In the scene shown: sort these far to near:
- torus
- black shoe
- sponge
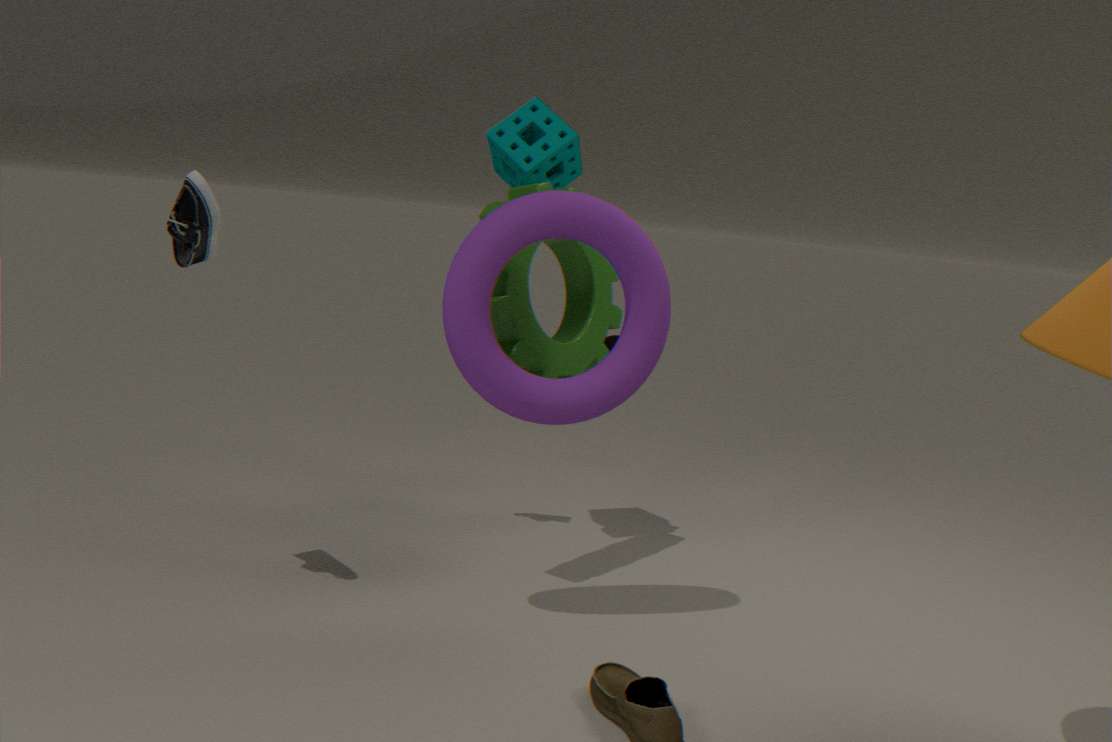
Result: sponge
torus
black shoe
